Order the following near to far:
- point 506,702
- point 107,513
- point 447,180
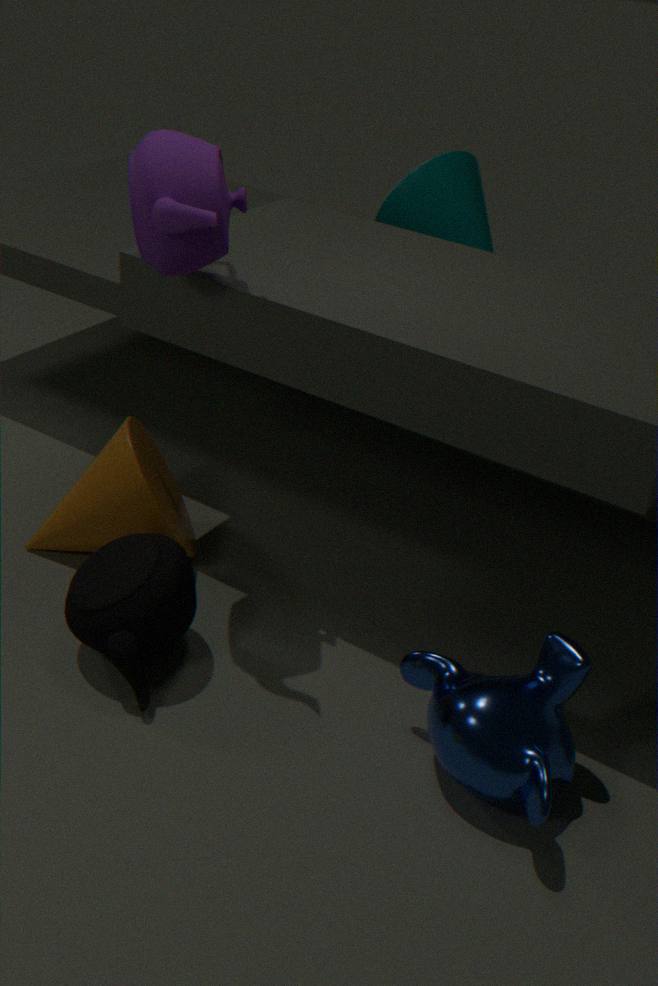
point 506,702 < point 107,513 < point 447,180
